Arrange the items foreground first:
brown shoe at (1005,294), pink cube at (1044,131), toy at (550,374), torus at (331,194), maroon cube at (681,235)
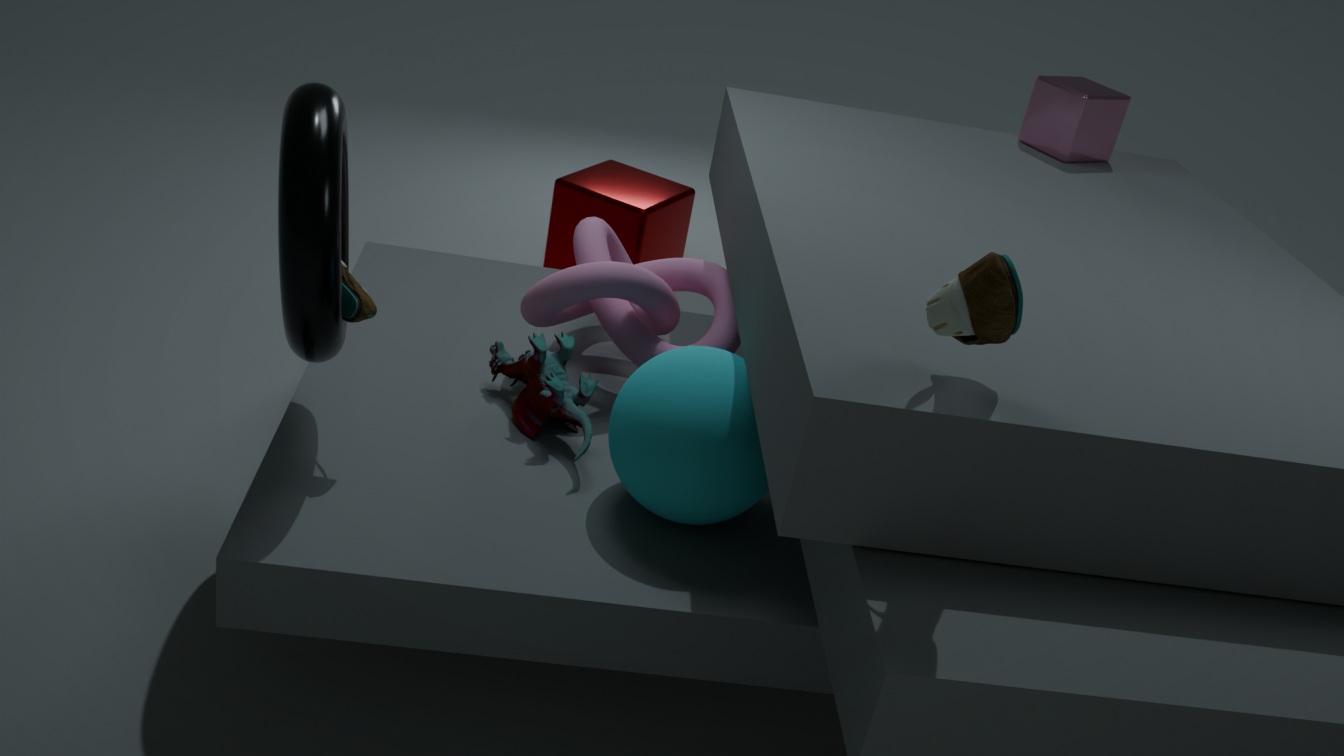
brown shoe at (1005,294), torus at (331,194), toy at (550,374), pink cube at (1044,131), maroon cube at (681,235)
